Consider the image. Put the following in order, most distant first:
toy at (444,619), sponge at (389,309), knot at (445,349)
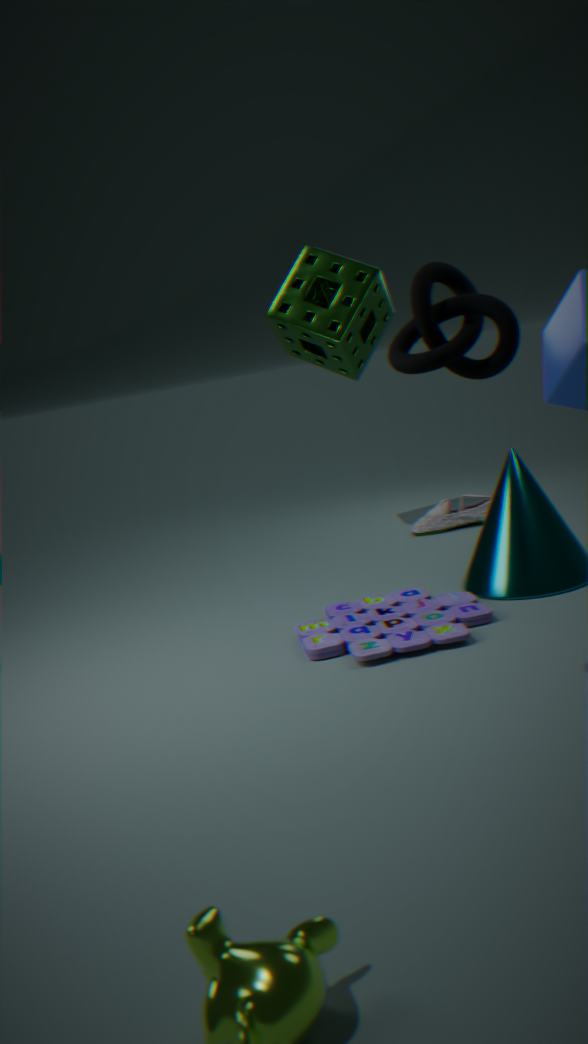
sponge at (389,309)
toy at (444,619)
knot at (445,349)
